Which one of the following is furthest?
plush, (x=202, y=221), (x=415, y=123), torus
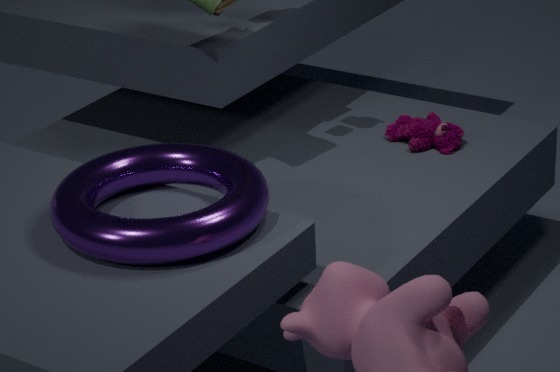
(x=415, y=123)
